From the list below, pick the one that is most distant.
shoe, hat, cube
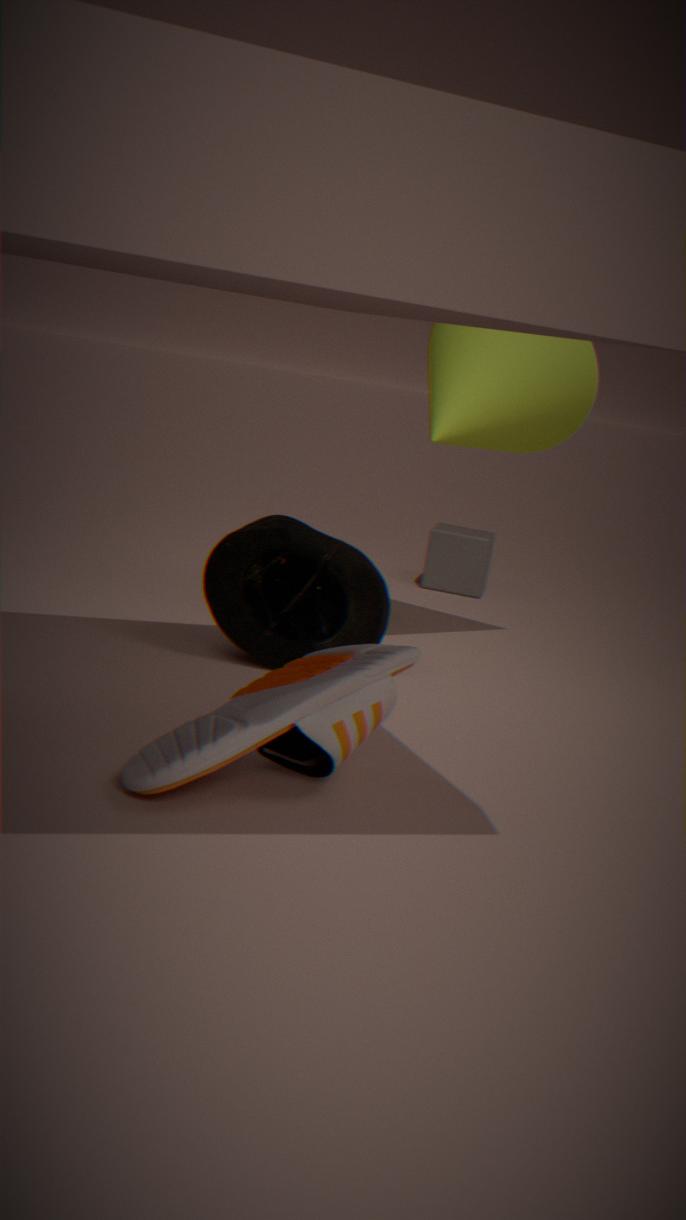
cube
